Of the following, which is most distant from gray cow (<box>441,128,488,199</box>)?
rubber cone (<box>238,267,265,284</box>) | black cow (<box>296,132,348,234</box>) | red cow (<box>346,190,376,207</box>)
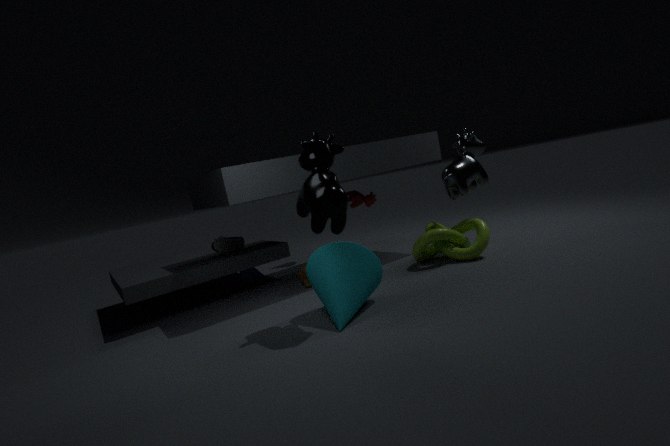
rubber cone (<box>238,267,265,284</box>)
